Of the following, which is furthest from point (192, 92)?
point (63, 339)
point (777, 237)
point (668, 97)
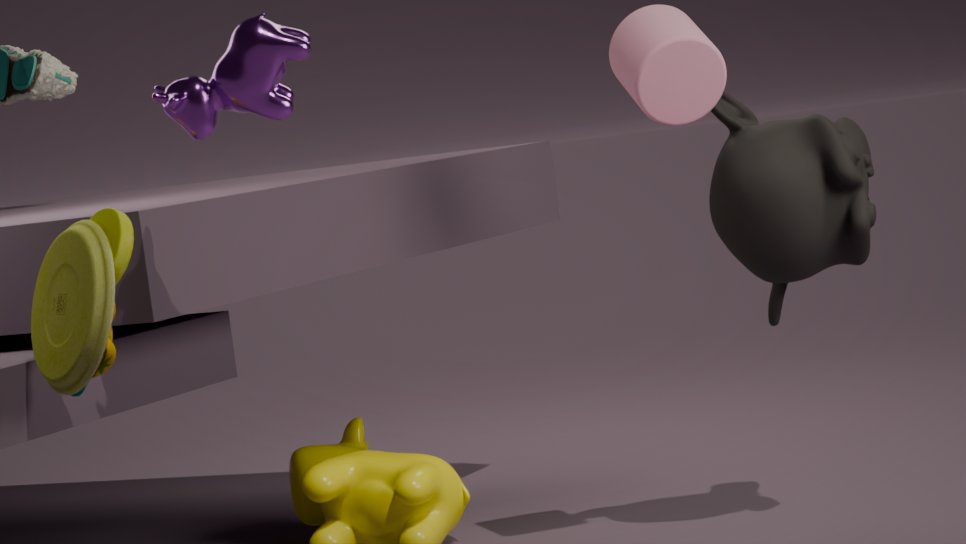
point (777, 237)
